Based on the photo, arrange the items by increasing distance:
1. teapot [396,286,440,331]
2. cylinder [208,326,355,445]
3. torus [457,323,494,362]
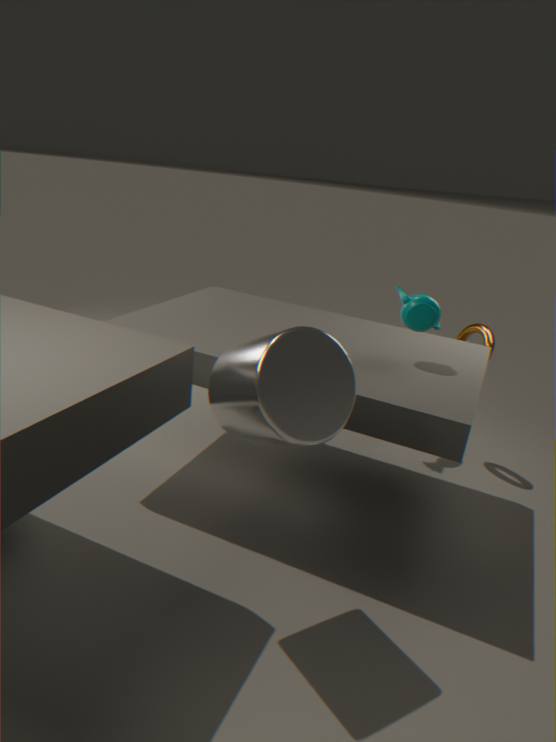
Answer: cylinder [208,326,355,445], teapot [396,286,440,331], torus [457,323,494,362]
